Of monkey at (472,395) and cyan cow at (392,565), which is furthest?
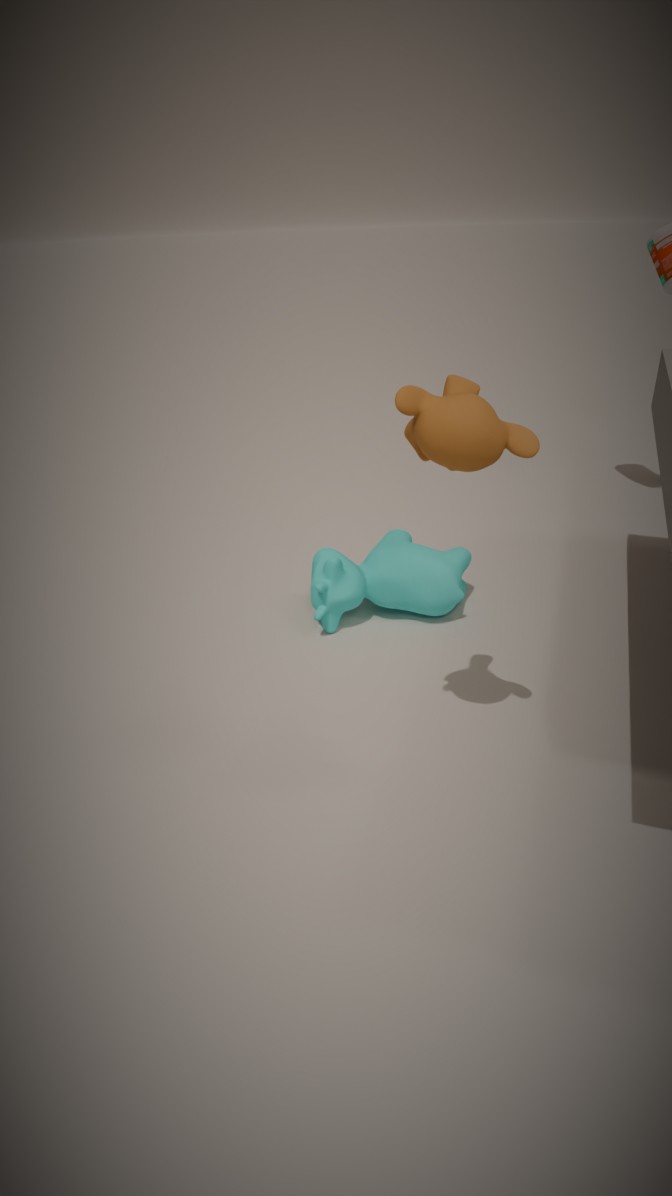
cyan cow at (392,565)
